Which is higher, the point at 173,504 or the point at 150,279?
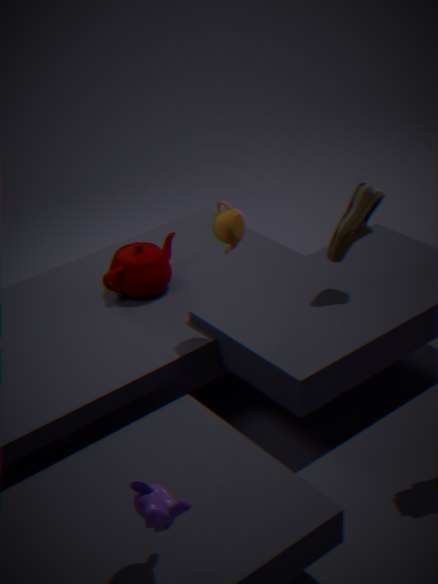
the point at 173,504
